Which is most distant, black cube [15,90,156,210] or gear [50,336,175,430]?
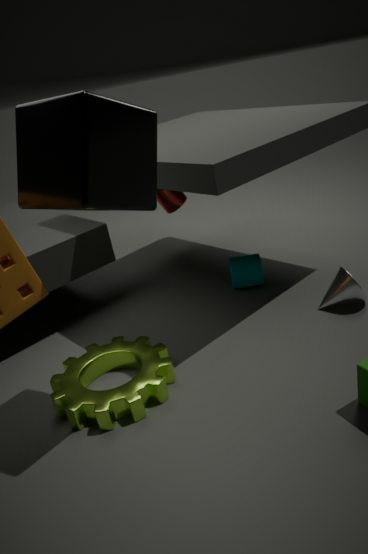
gear [50,336,175,430]
